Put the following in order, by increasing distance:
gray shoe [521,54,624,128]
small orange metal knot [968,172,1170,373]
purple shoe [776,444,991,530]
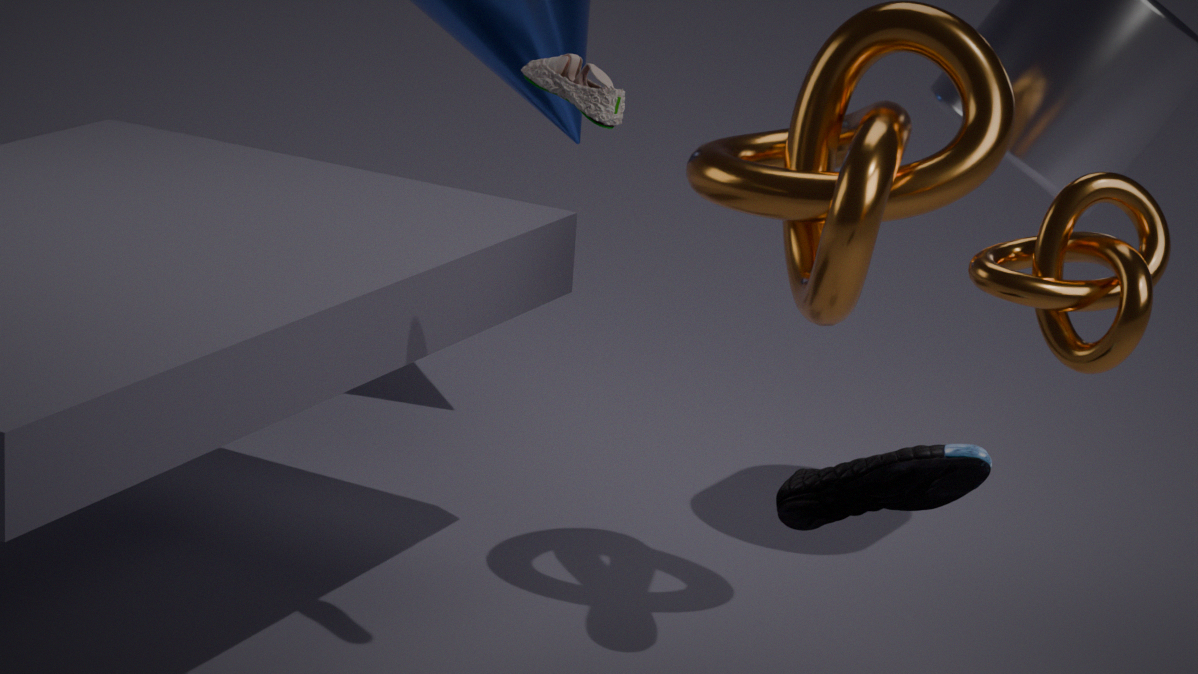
purple shoe [776,444,991,530], small orange metal knot [968,172,1170,373], gray shoe [521,54,624,128]
